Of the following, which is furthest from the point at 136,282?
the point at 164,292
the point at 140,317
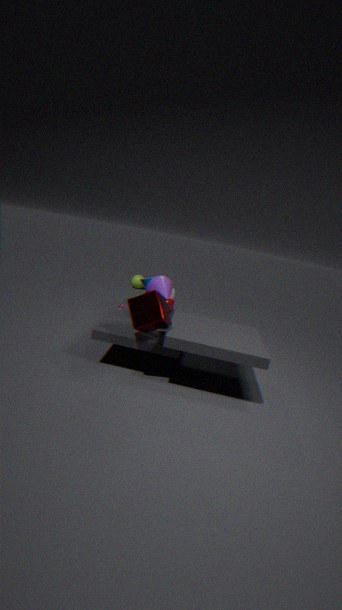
the point at 140,317
